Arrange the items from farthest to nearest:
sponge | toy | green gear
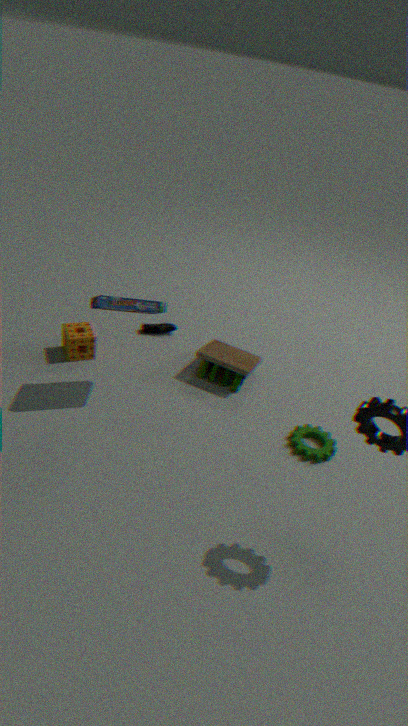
toy → sponge → green gear
